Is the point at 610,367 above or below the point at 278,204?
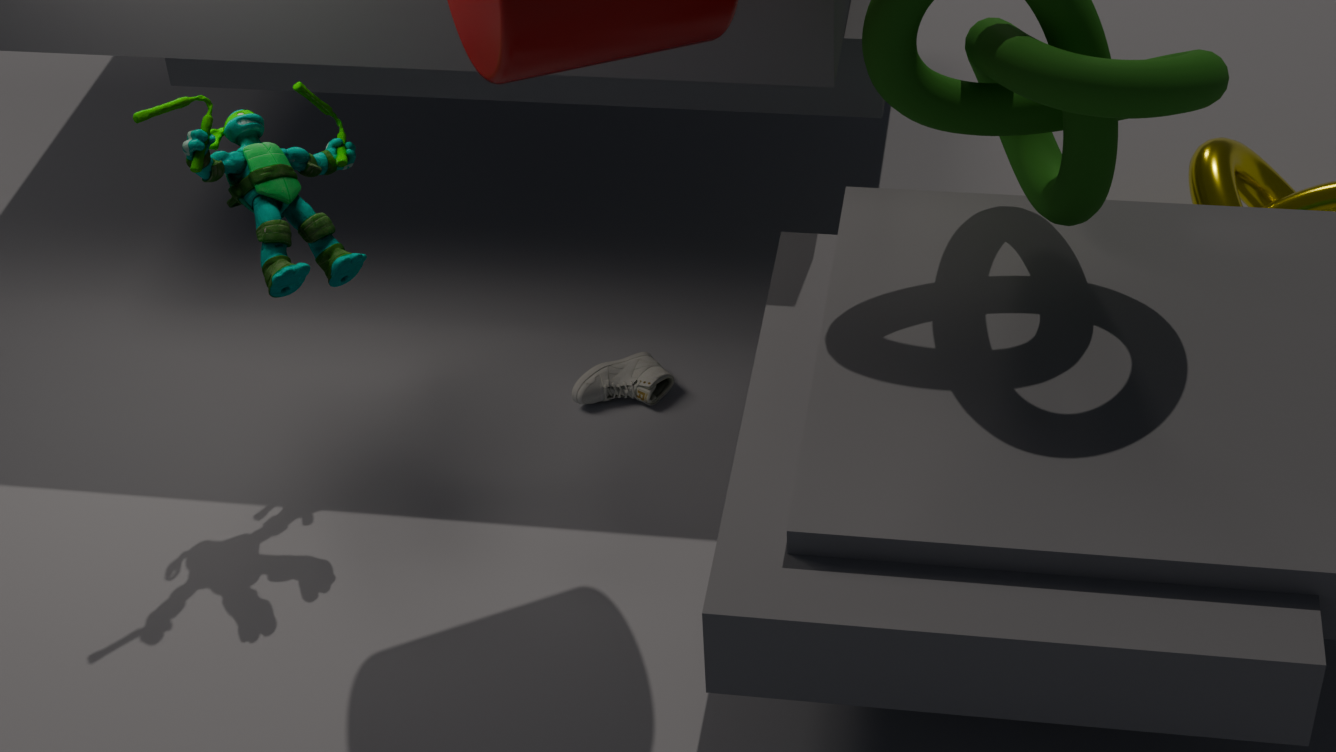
below
